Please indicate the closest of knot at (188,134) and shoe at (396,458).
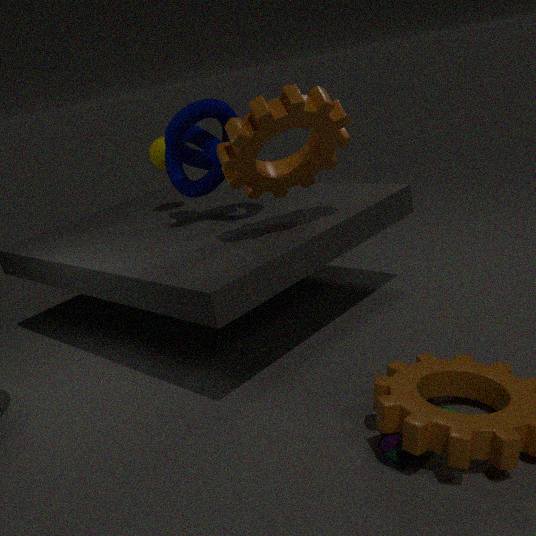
shoe at (396,458)
